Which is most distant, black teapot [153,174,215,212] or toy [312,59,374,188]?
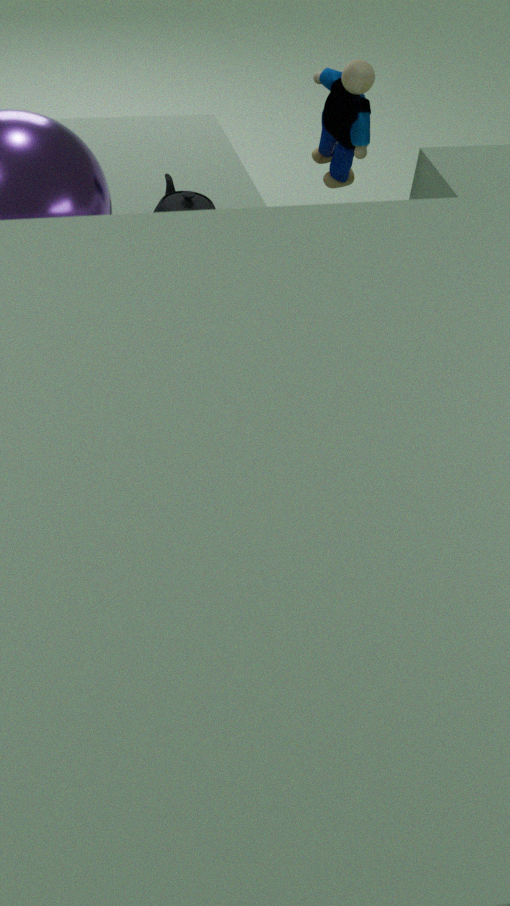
black teapot [153,174,215,212]
